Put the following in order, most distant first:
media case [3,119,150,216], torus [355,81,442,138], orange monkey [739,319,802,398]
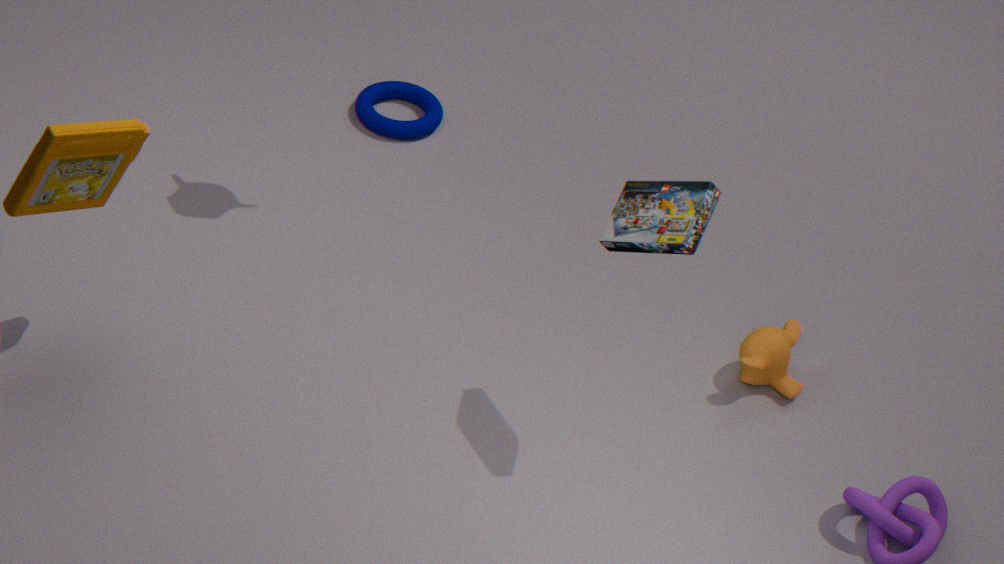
torus [355,81,442,138] < orange monkey [739,319,802,398] < media case [3,119,150,216]
